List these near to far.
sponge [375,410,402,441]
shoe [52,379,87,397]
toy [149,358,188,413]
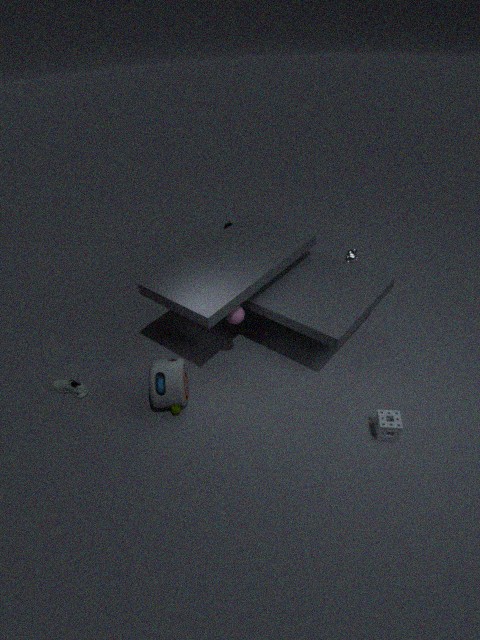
sponge [375,410,402,441], toy [149,358,188,413], shoe [52,379,87,397]
